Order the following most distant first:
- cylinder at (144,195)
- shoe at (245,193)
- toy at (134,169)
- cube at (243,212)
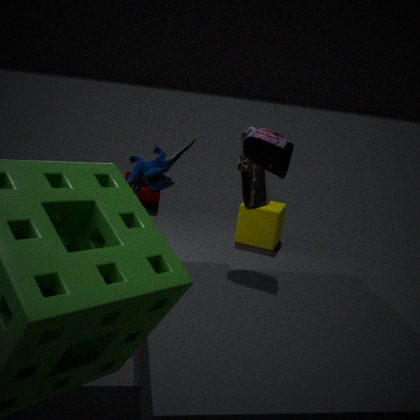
1. cylinder at (144,195)
2. cube at (243,212)
3. shoe at (245,193)
4. toy at (134,169)
